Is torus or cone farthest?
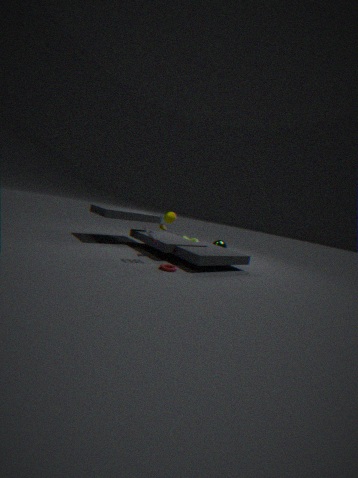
cone
